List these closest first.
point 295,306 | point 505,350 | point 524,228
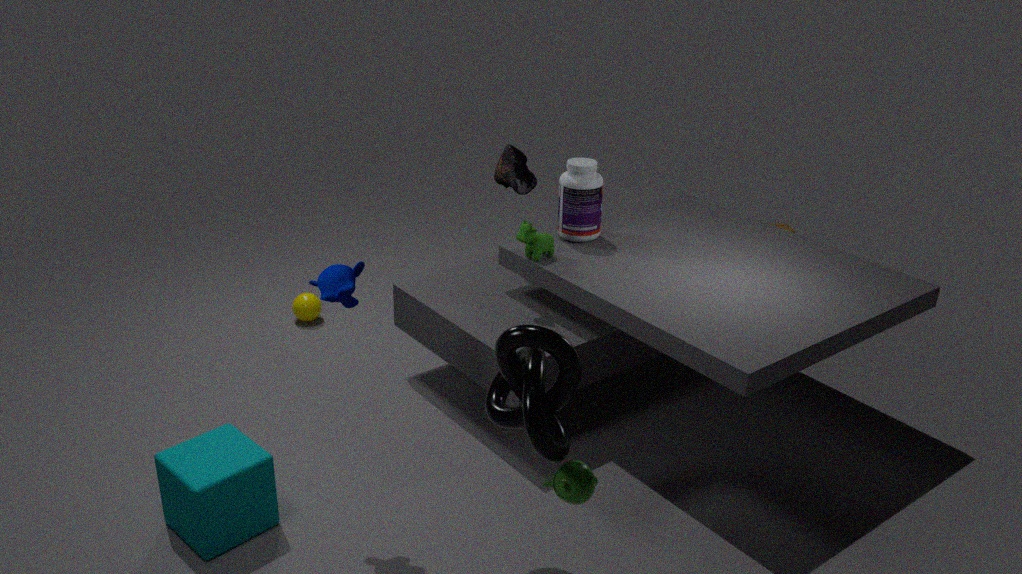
point 505,350 → point 524,228 → point 295,306
